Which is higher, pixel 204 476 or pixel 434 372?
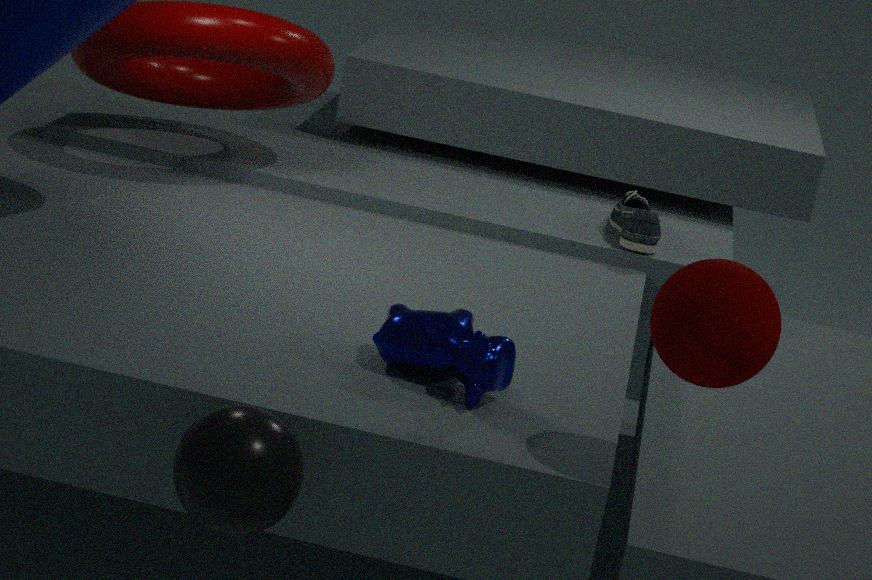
pixel 434 372
